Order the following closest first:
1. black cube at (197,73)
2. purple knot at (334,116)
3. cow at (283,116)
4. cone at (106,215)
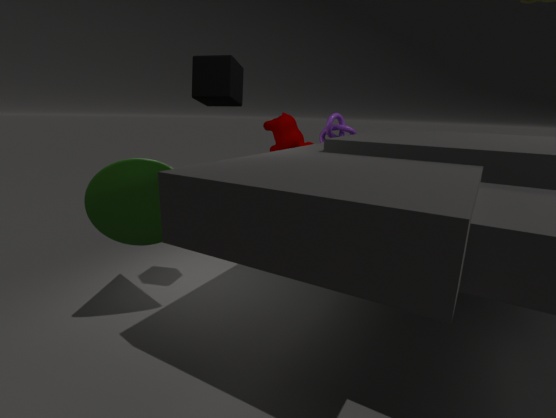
cone at (106,215) < black cube at (197,73) < purple knot at (334,116) < cow at (283,116)
